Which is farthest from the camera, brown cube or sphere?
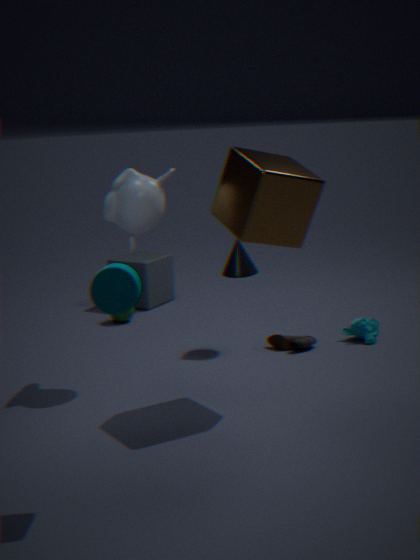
sphere
